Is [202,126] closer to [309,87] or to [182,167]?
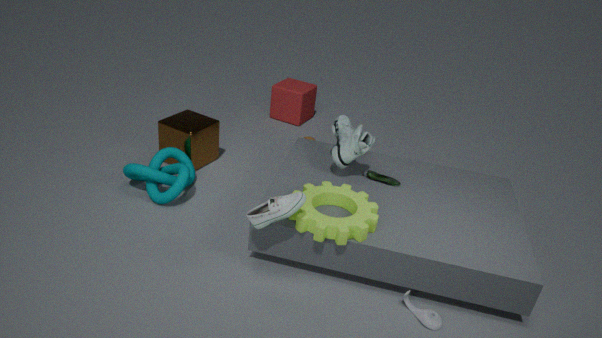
[182,167]
